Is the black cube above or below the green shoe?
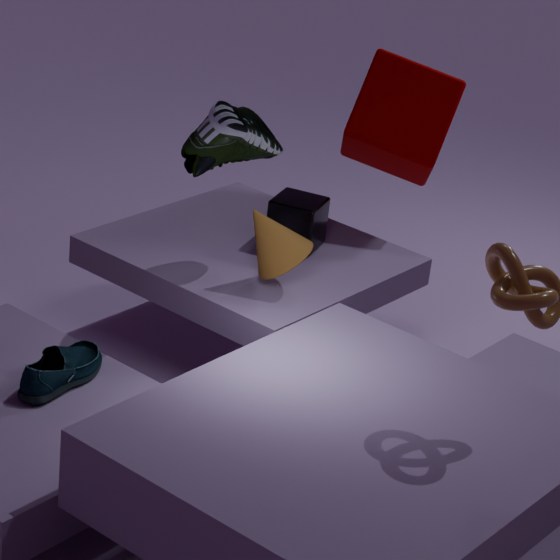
below
